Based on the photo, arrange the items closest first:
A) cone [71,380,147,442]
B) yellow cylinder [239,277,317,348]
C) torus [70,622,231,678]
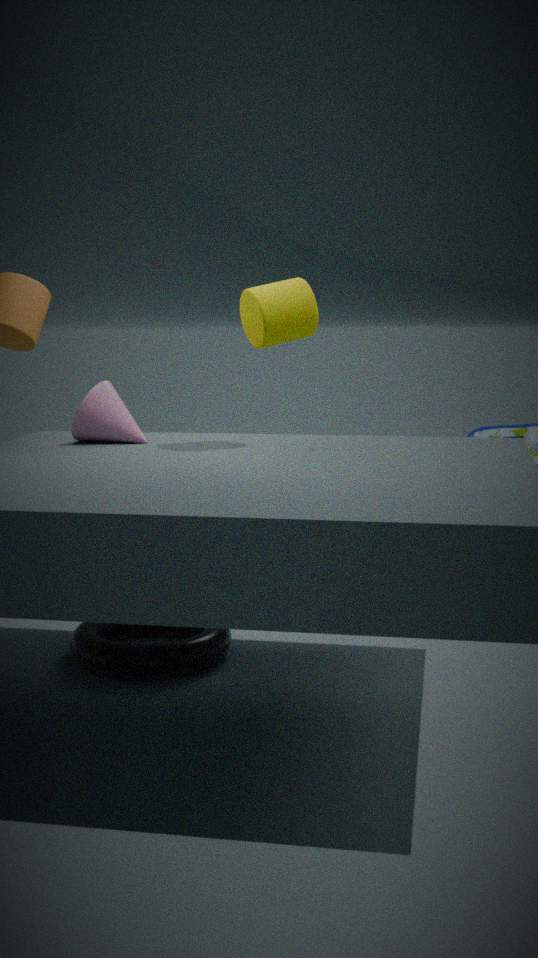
yellow cylinder [239,277,317,348], cone [71,380,147,442], torus [70,622,231,678]
